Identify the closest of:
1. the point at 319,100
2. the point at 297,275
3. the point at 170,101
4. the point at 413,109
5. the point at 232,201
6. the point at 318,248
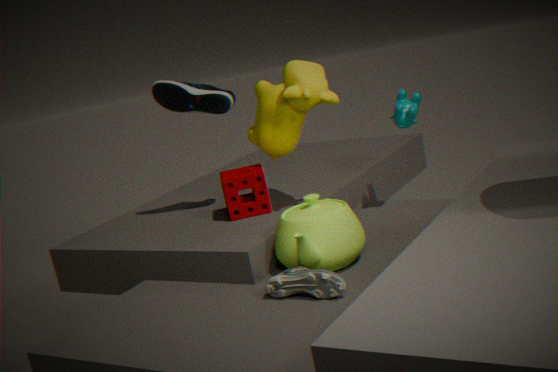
the point at 297,275
